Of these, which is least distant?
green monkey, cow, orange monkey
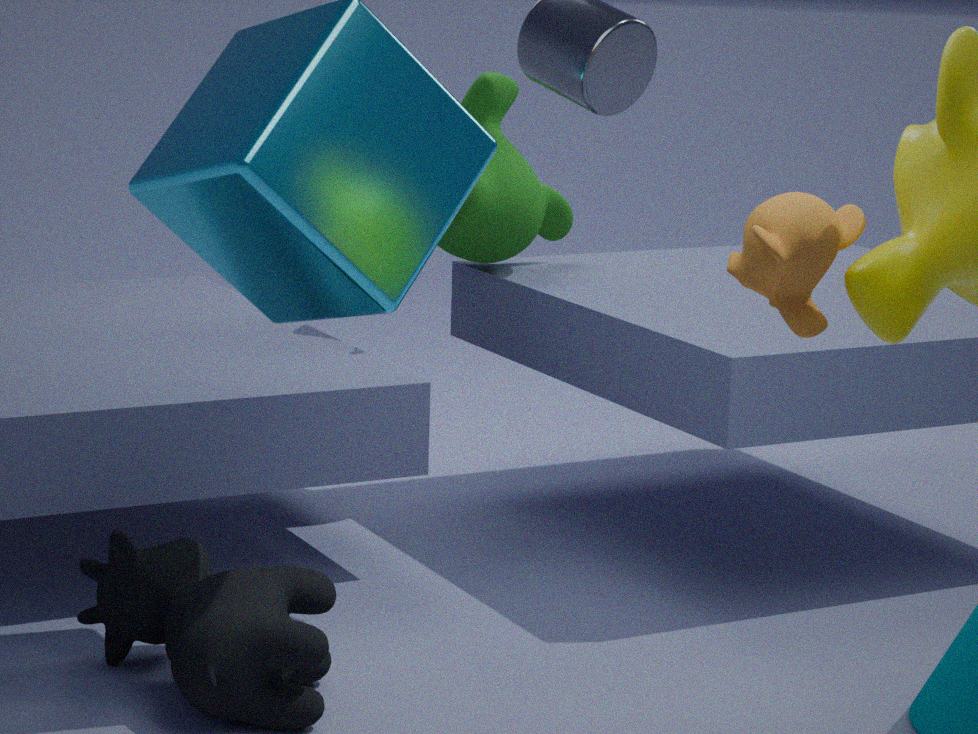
orange monkey
